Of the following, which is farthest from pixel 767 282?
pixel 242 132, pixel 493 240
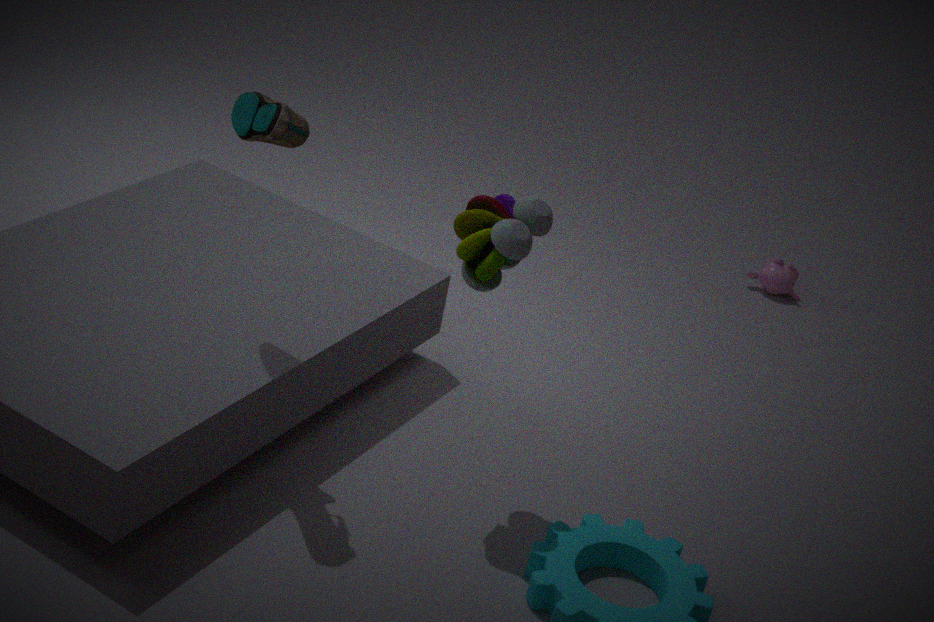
pixel 242 132
